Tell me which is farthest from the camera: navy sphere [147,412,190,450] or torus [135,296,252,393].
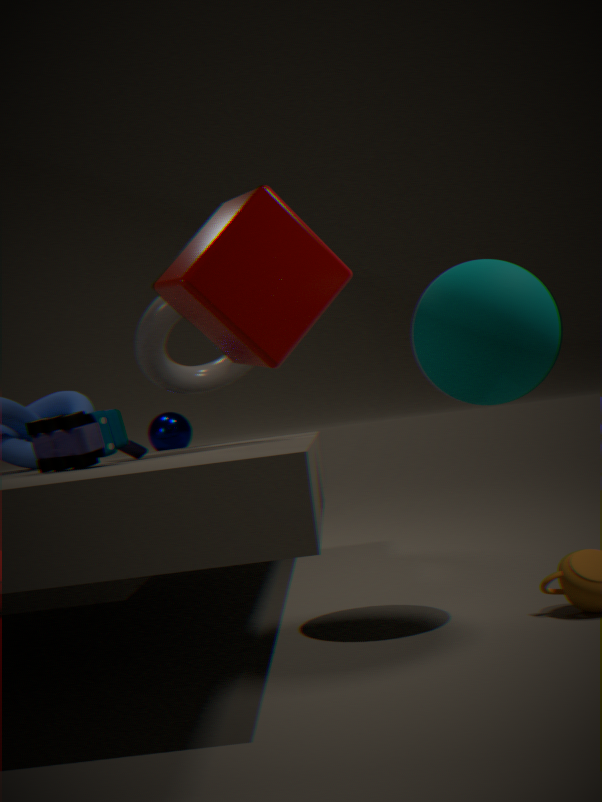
navy sphere [147,412,190,450]
